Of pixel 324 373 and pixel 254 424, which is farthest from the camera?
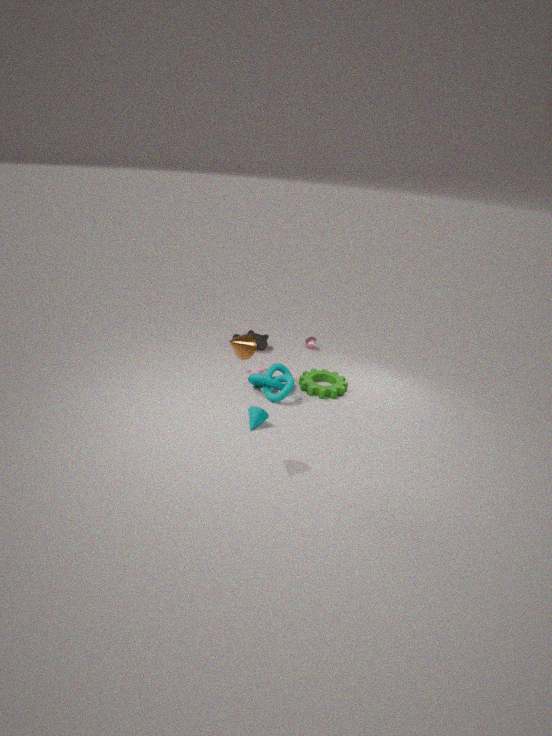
pixel 324 373
